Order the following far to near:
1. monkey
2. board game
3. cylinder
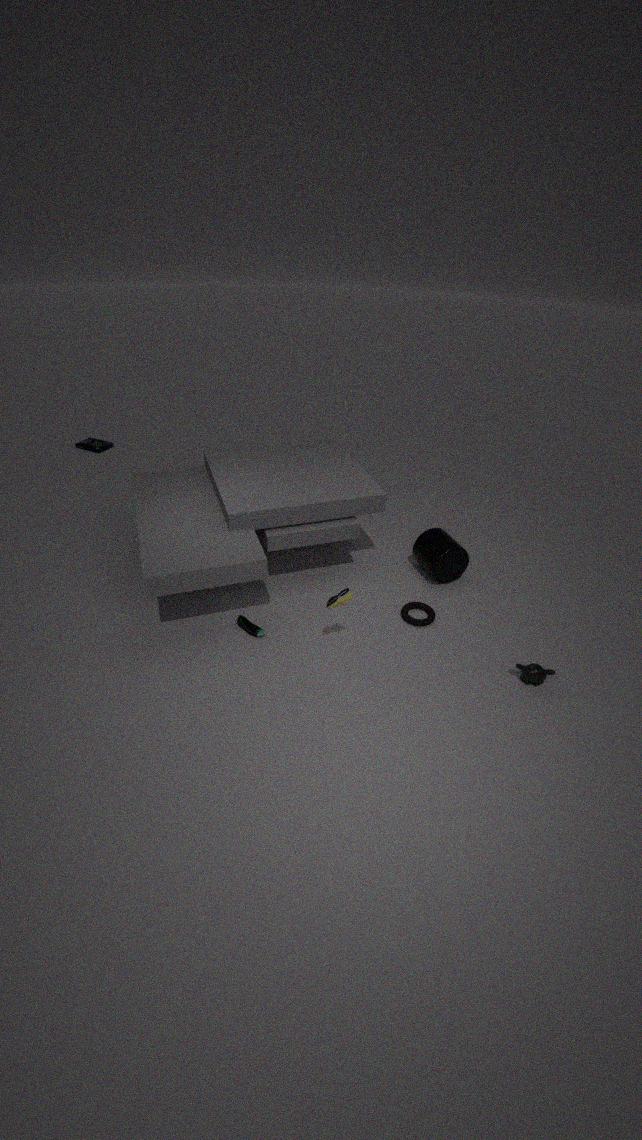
board game
cylinder
monkey
